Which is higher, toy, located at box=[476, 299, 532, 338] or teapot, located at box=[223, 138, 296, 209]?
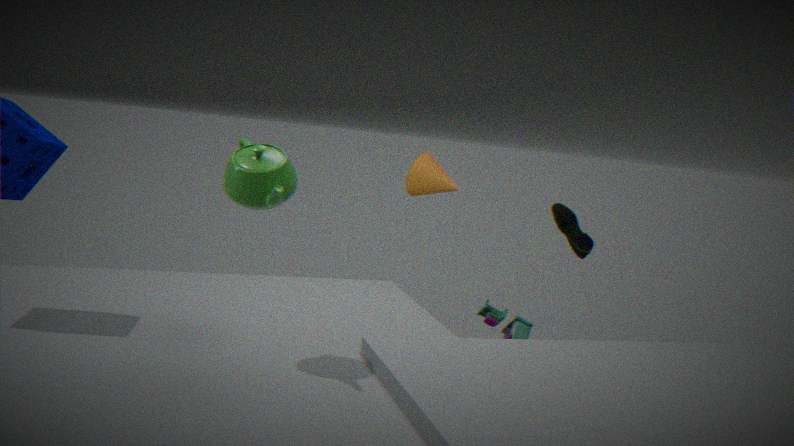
teapot, located at box=[223, 138, 296, 209]
